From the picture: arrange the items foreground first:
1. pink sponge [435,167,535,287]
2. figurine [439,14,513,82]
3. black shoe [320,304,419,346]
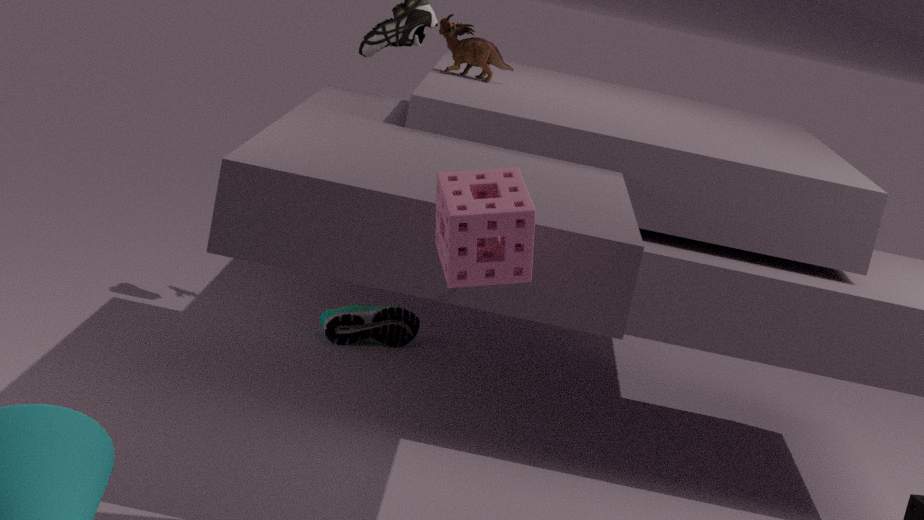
pink sponge [435,167,535,287], figurine [439,14,513,82], black shoe [320,304,419,346]
